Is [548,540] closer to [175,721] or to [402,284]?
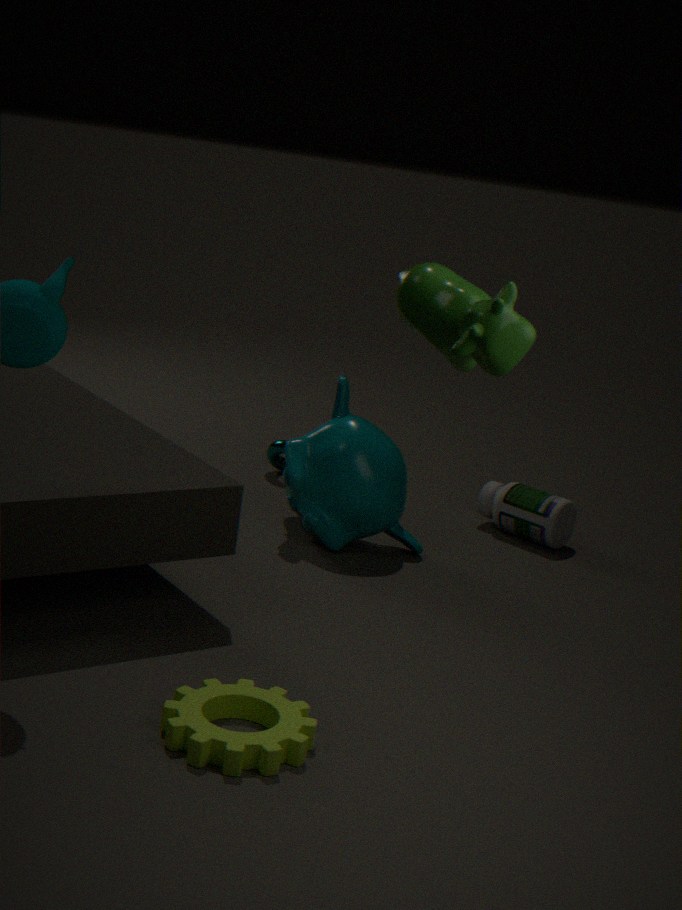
[175,721]
